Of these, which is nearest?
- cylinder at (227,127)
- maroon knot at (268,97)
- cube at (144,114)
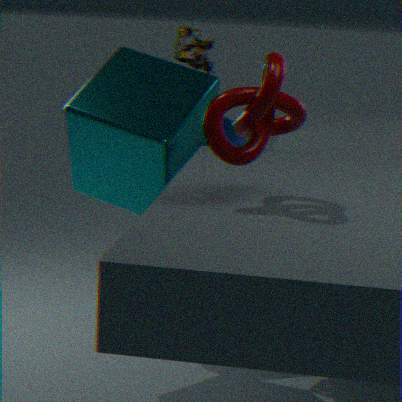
maroon knot at (268,97)
